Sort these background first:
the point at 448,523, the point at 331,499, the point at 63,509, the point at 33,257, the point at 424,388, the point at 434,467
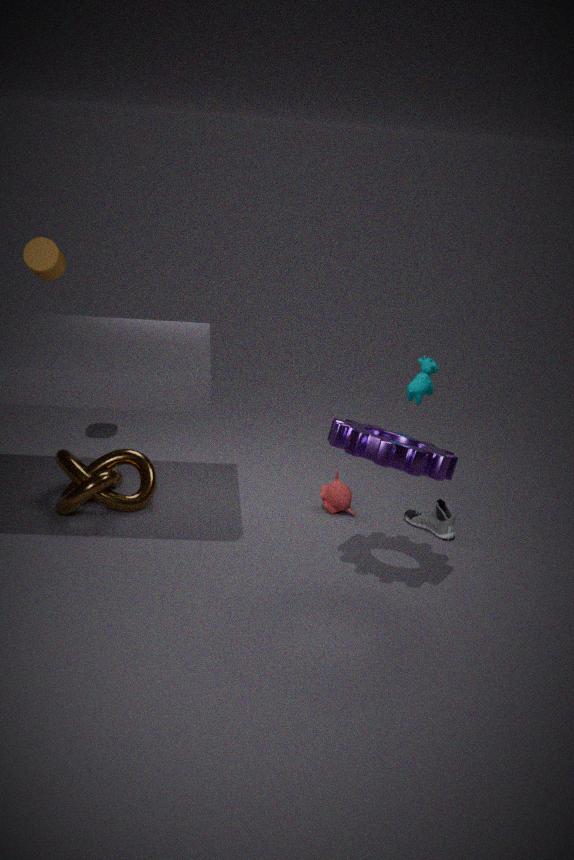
the point at 424,388
the point at 331,499
the point at 33,257
the point at 448,523
the point at 63,509
the point at 434,467
